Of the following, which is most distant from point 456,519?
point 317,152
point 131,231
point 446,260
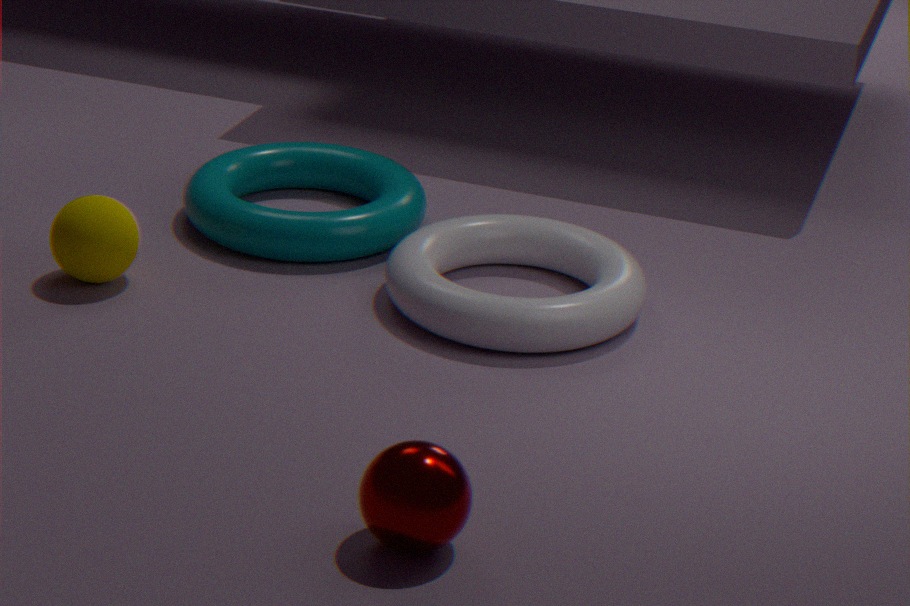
point 317,152
